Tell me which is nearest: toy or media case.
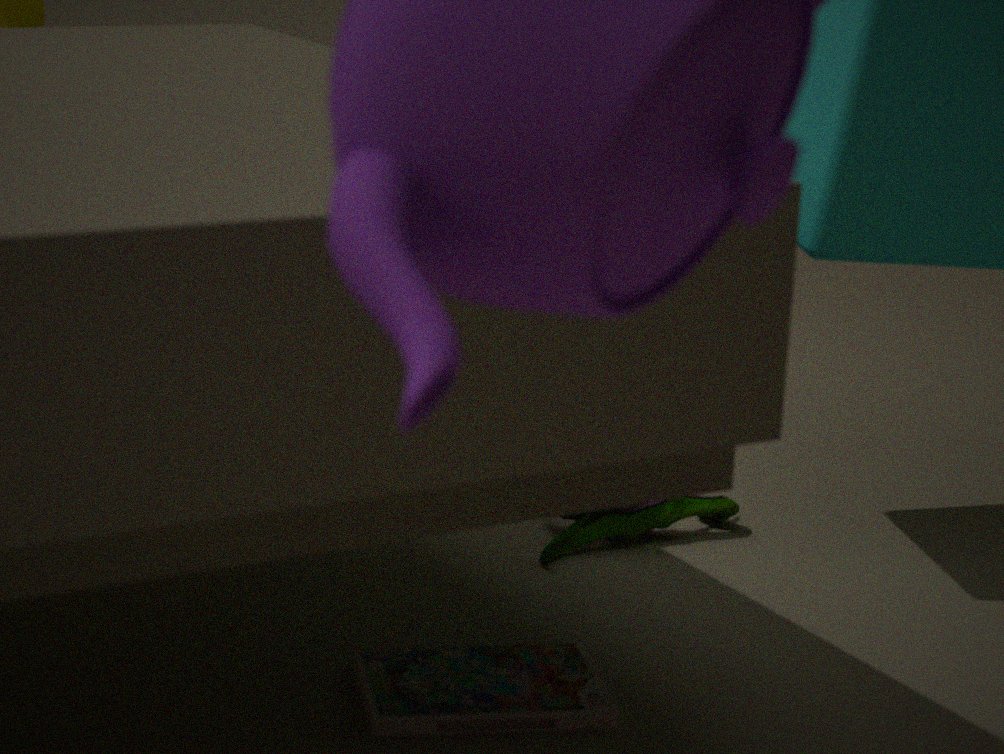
media case
